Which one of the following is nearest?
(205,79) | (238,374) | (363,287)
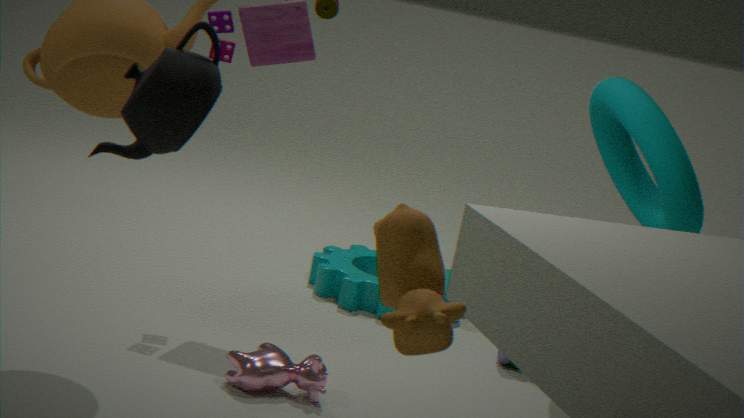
(205,79)
